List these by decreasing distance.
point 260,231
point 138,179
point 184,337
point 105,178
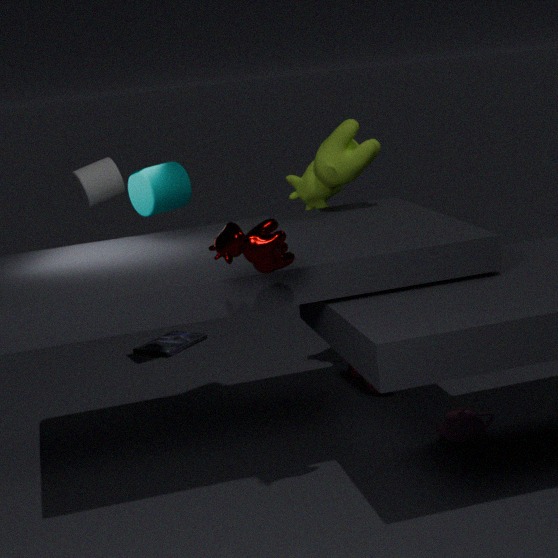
point 184,337, point 105,178, point 138,179, point 260,231
